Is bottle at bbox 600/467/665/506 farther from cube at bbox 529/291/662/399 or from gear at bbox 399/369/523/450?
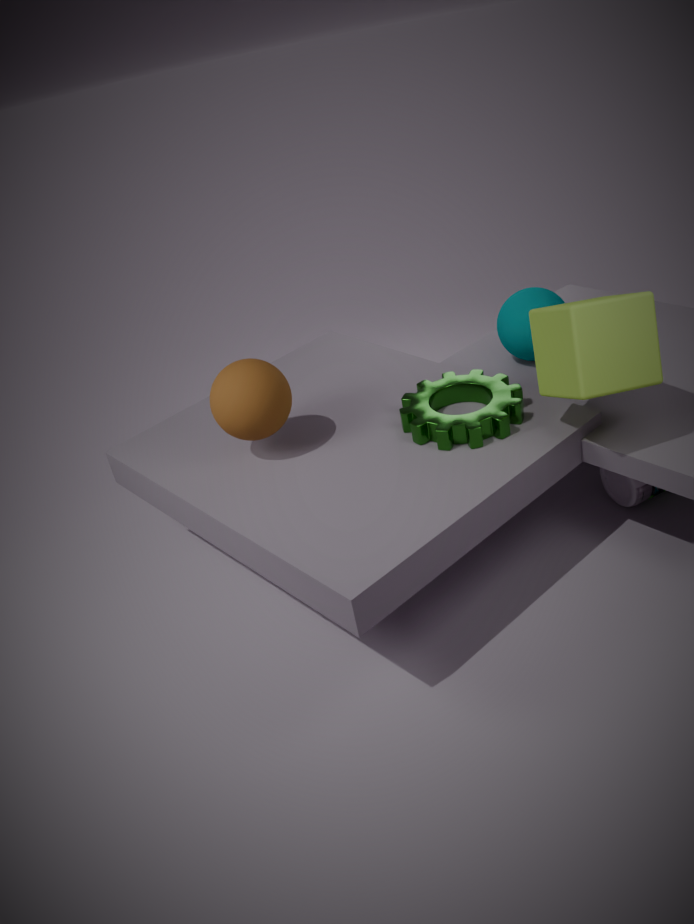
gear at bbox 399/369/523/450
